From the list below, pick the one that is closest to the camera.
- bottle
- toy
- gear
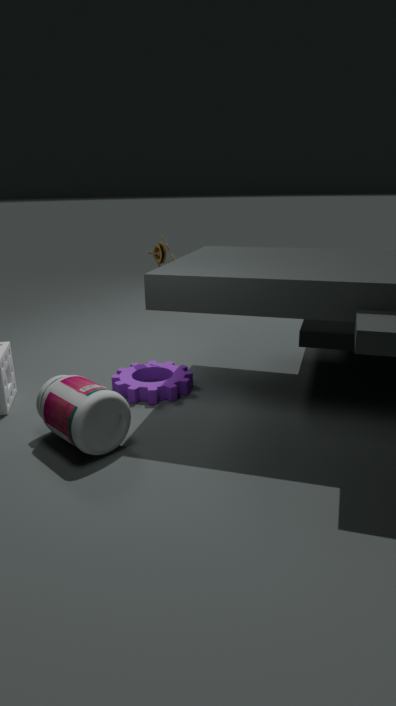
bottle
